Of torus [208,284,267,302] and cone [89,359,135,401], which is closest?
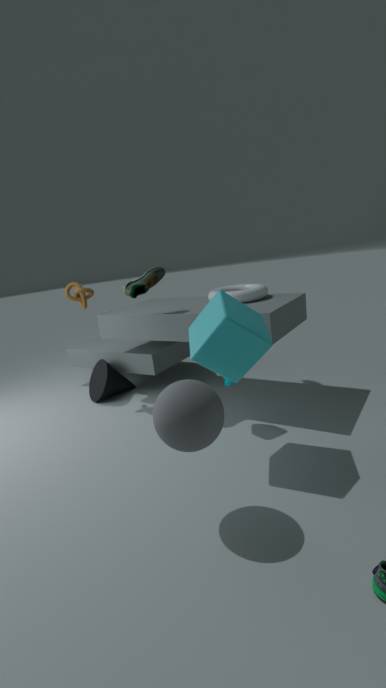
torus [208,284,267,302]
